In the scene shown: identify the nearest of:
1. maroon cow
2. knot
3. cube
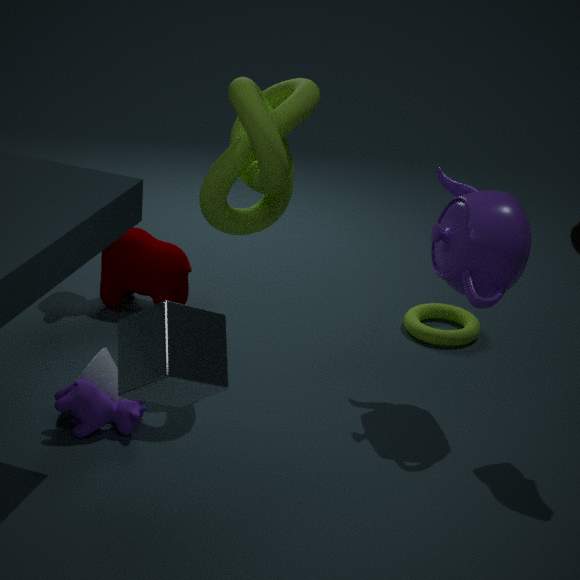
cube
